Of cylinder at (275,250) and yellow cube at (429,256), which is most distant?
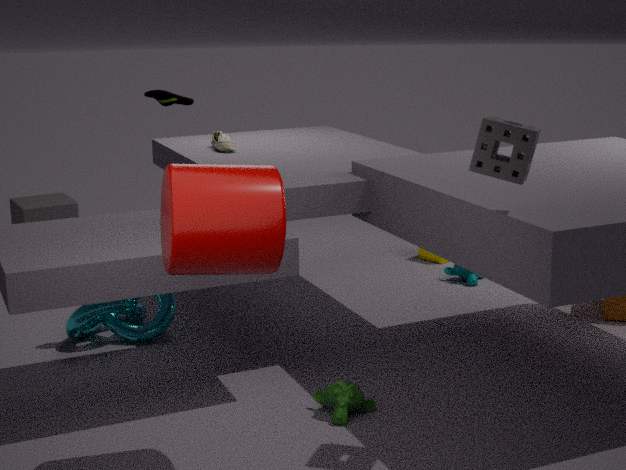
yellow cube at (429,256)
